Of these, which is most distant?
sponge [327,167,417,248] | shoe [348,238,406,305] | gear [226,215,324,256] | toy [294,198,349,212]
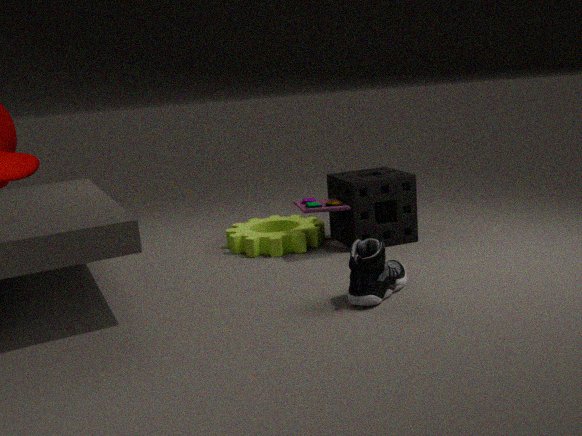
gear [226,215,324,256]
